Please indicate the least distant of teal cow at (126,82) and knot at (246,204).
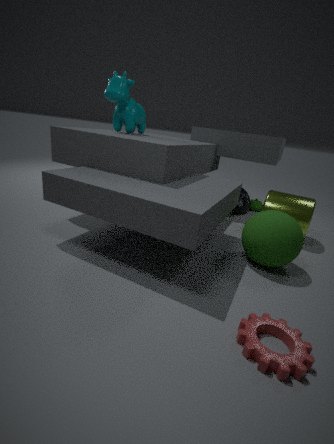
teal cow at (126,82)
